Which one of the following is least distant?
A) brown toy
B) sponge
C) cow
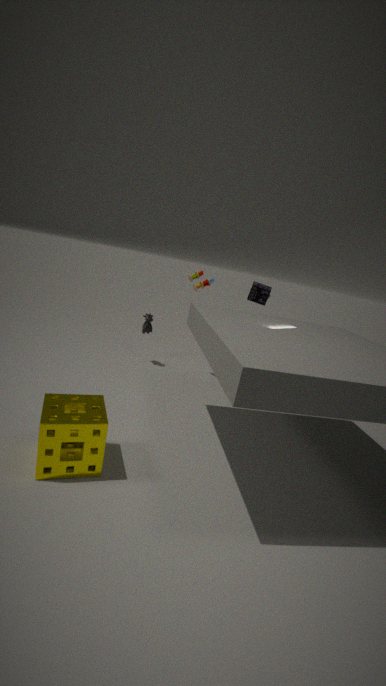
sponge
